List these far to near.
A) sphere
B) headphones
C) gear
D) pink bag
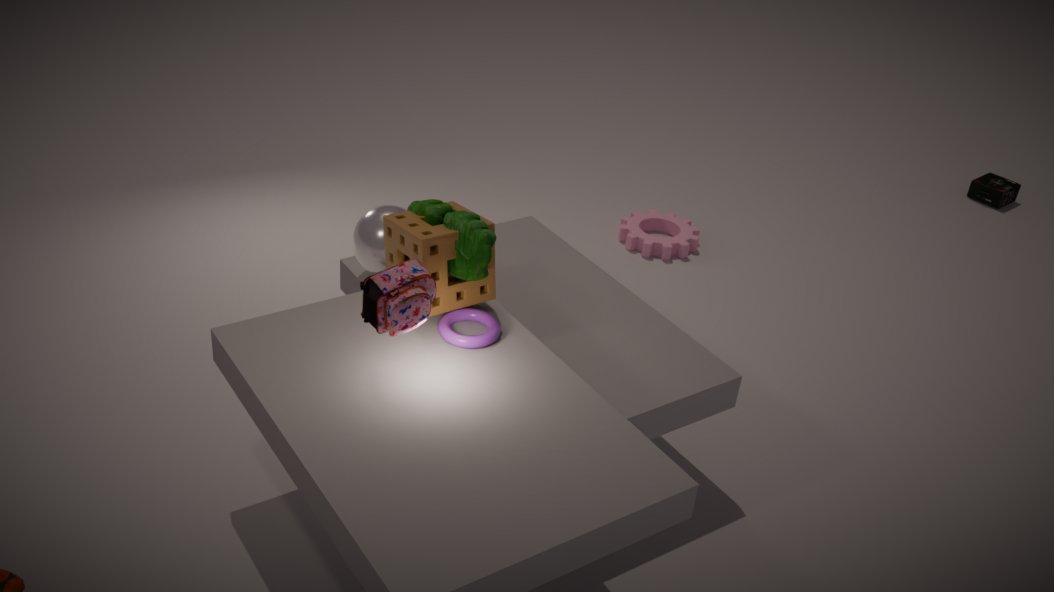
headphones
gear
sphere
pink bag
